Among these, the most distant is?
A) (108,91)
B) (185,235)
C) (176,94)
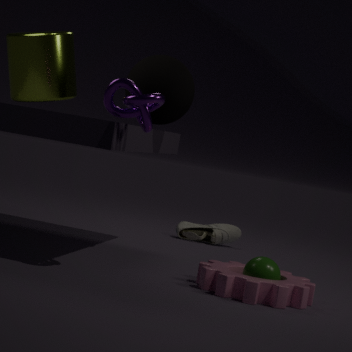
(185,235)
